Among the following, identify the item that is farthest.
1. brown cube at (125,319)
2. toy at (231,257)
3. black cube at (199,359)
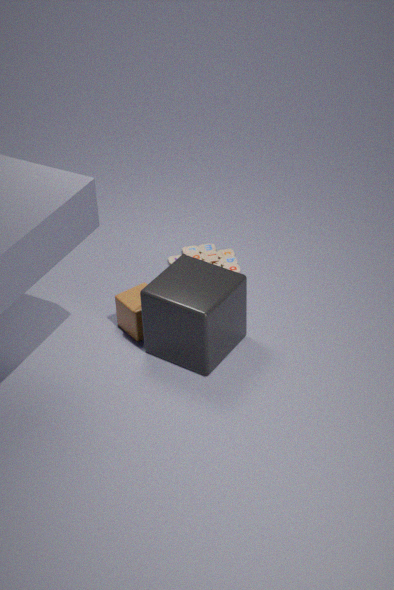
toy at (231,257)
